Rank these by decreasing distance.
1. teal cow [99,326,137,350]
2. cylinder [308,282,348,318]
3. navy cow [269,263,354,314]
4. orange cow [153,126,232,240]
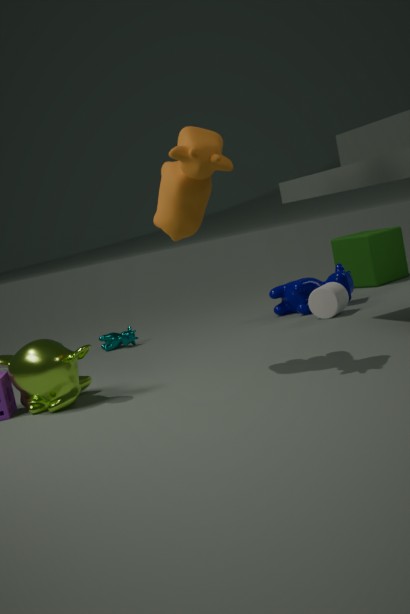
teal cow [99,326,137,350] < navy cow [269,263,354,314] < cylinder [308,282,348,318] < orange cow [153,126,232,240]
